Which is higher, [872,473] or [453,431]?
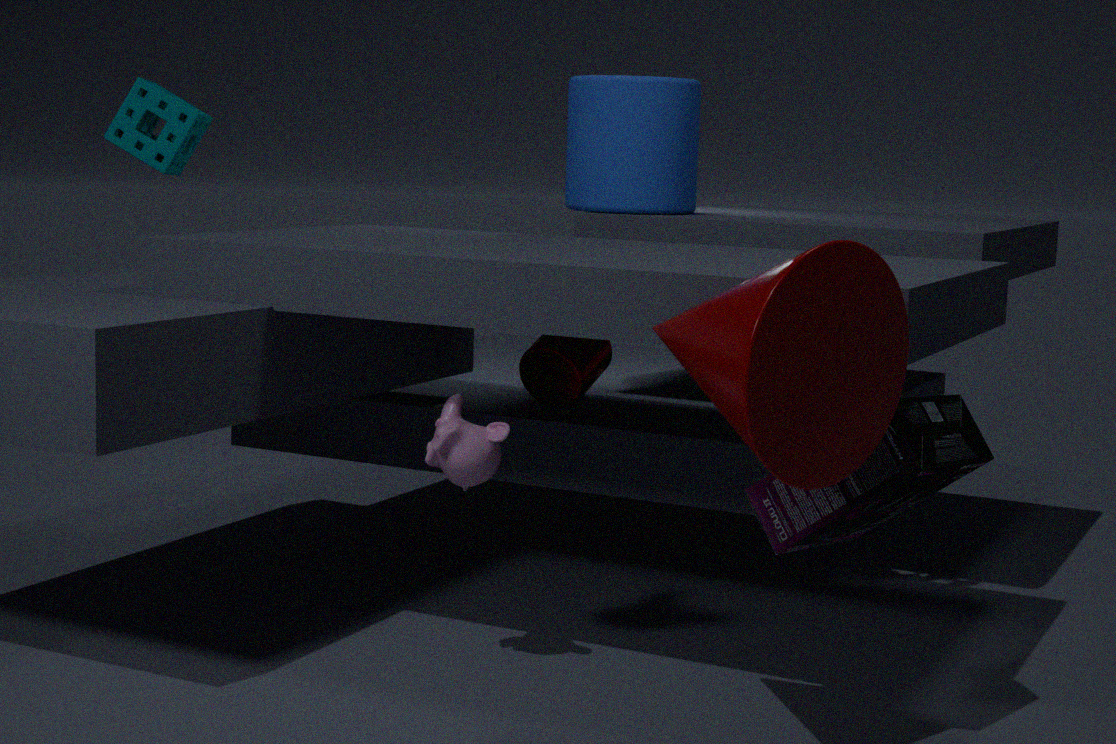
[872,473]
